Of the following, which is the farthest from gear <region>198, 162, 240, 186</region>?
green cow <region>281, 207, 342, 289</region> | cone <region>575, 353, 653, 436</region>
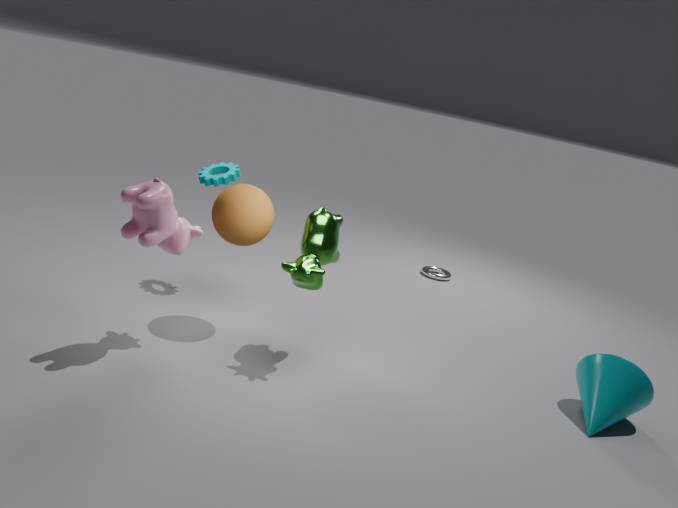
cone <region>575, 353, 653, 436</region>
